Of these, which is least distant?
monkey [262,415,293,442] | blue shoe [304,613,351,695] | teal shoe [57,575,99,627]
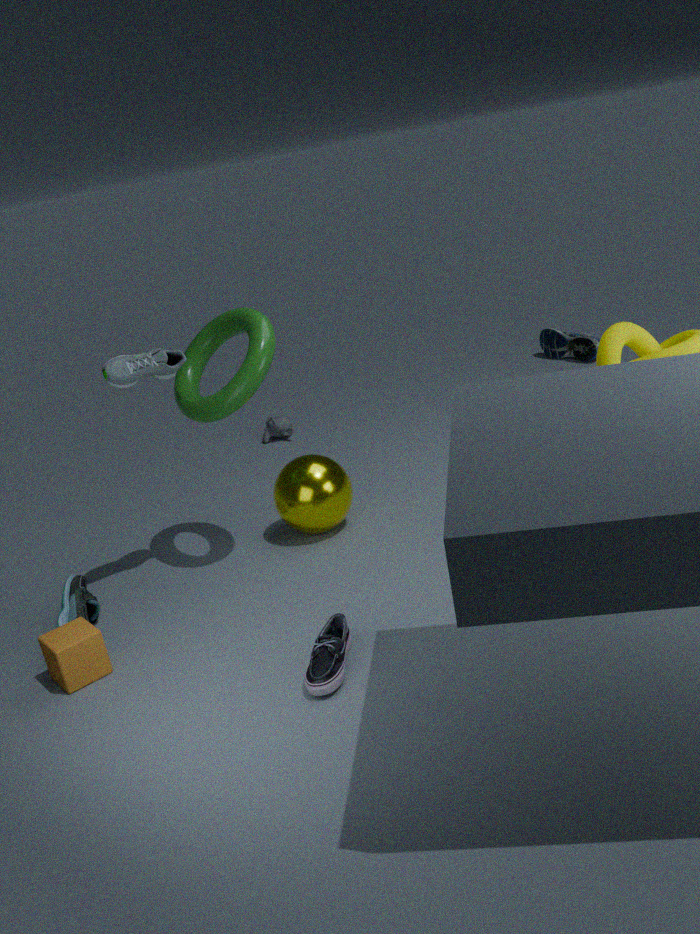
blue shoe [304,613,351,695]
